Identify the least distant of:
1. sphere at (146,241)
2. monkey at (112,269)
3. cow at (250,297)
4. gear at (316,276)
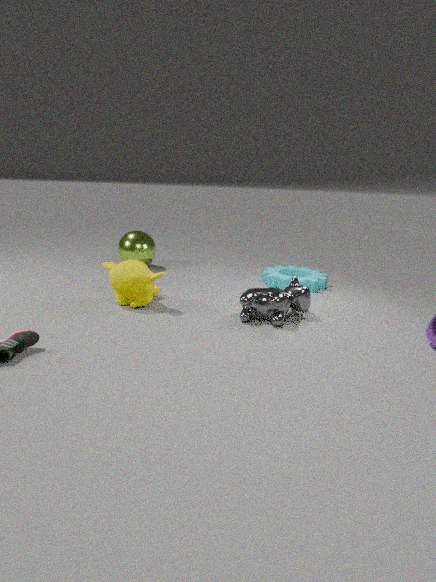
cow at (250,297)
